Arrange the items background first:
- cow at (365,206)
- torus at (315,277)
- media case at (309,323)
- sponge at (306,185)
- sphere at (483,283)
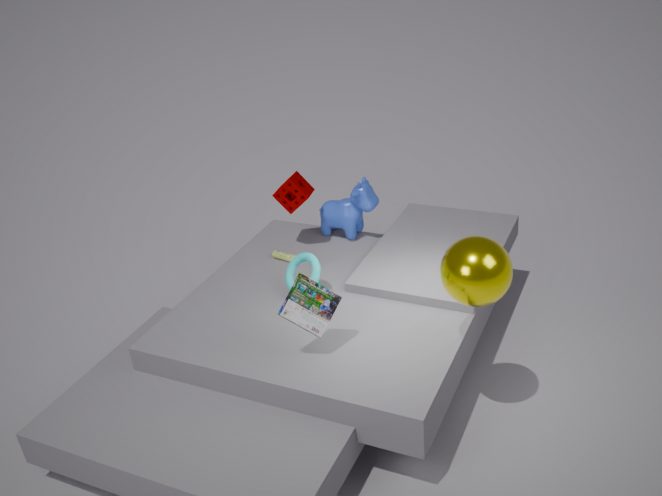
cow at (365,206) < sponge at (306,185) < torus at (315,277) < media case at (309,323) < sphere at (483,283)
